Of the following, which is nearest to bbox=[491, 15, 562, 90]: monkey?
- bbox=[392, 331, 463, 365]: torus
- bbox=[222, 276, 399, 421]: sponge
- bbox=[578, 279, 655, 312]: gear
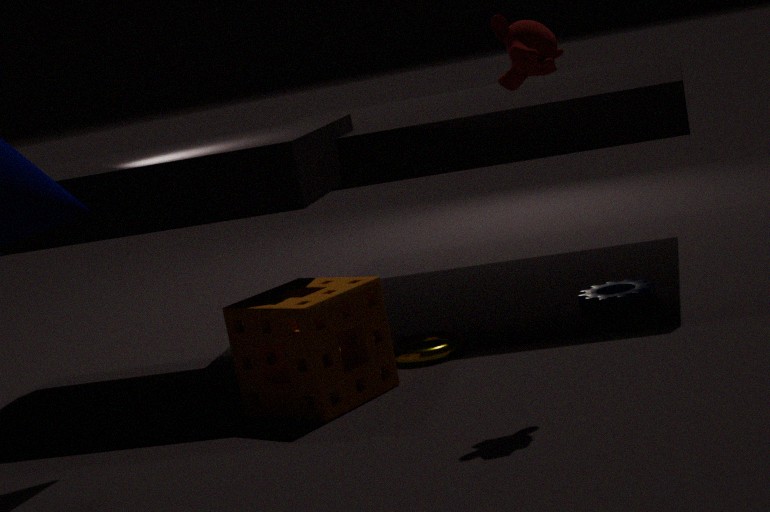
bbox=[222, 276, 399, 421]: sponge
